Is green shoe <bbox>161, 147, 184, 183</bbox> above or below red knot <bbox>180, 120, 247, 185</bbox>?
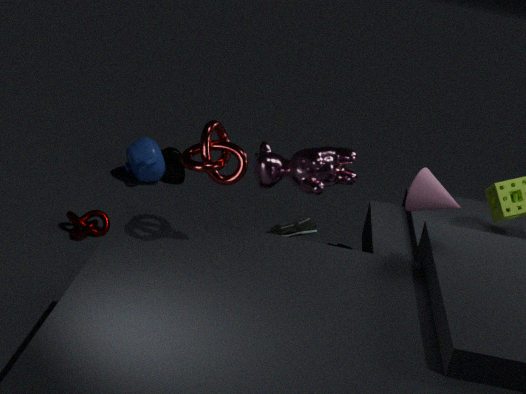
below
